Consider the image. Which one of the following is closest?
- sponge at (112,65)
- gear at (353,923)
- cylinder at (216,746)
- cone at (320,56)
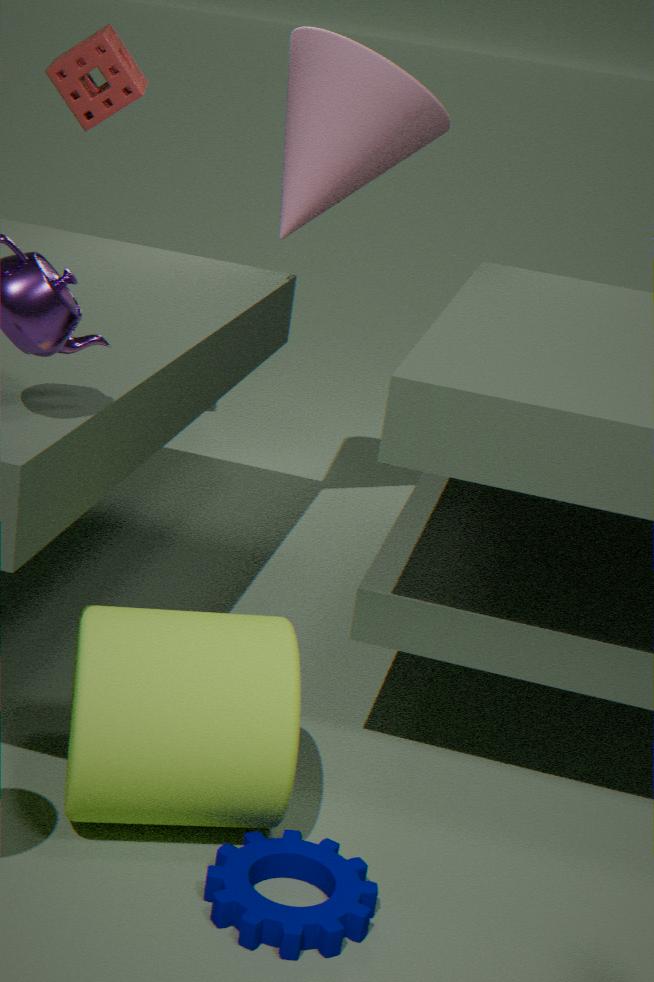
gear at (353,923)
